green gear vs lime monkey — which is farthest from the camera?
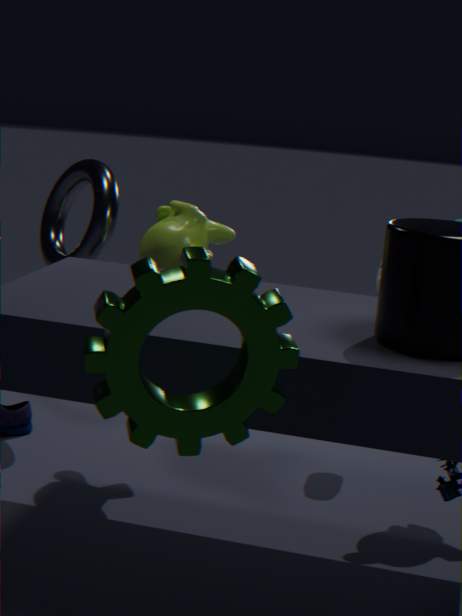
lime monkey
